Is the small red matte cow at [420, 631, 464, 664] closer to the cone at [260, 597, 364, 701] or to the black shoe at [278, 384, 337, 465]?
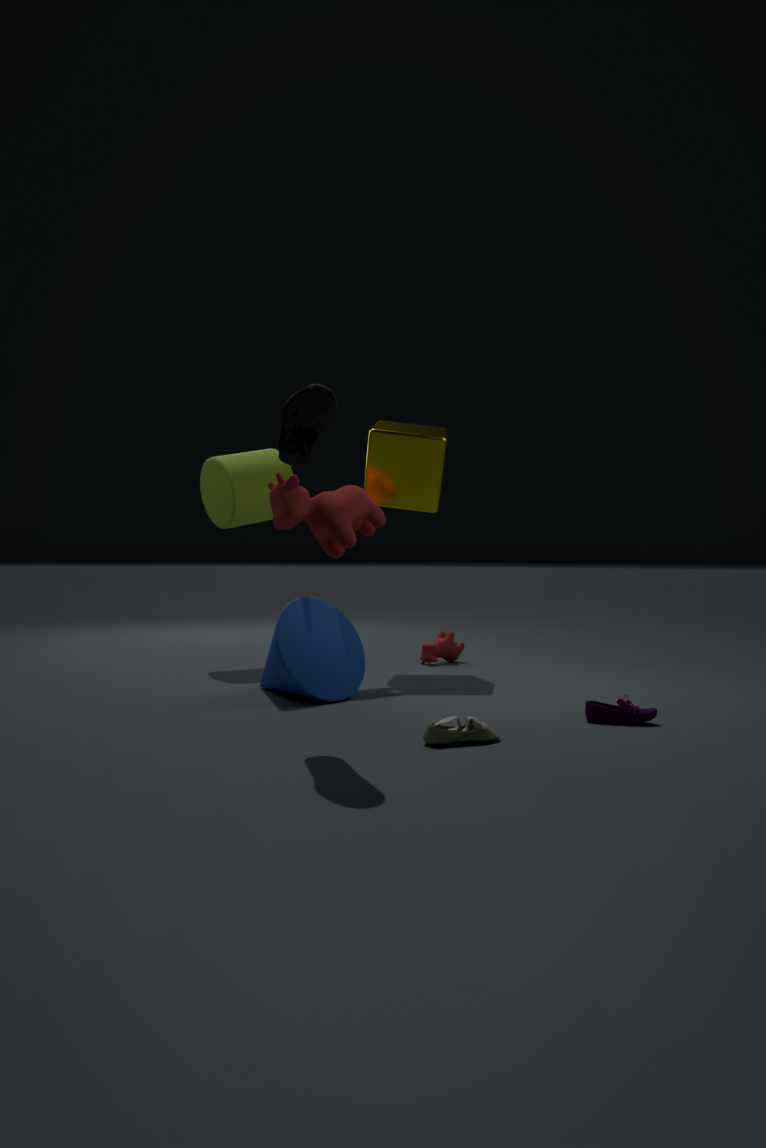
the cone at [260, 597, 364, 701]
